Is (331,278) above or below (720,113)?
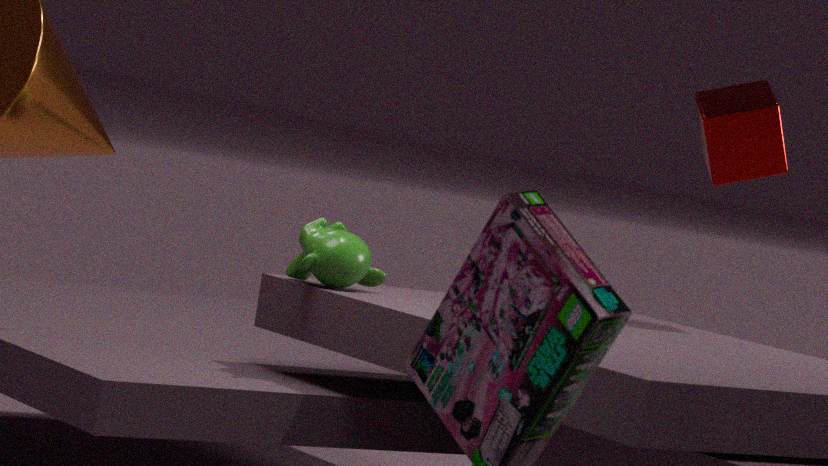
below
